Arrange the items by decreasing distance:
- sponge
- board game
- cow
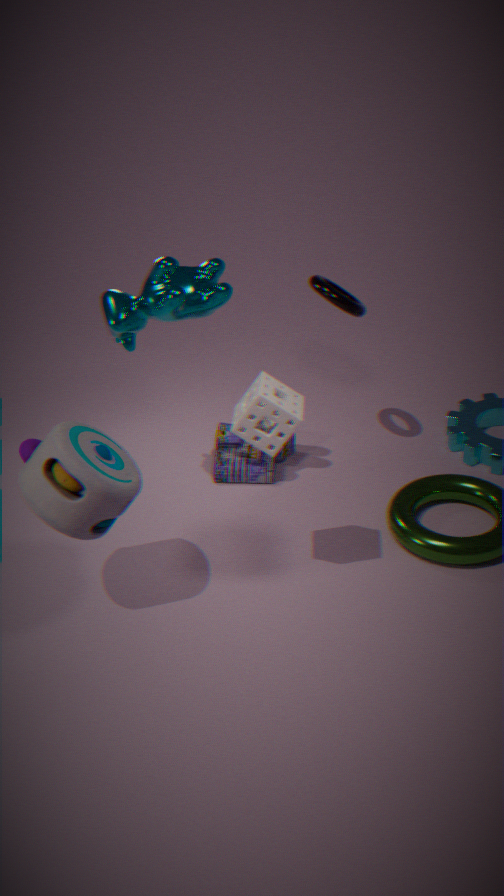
board game
cow
sponge
